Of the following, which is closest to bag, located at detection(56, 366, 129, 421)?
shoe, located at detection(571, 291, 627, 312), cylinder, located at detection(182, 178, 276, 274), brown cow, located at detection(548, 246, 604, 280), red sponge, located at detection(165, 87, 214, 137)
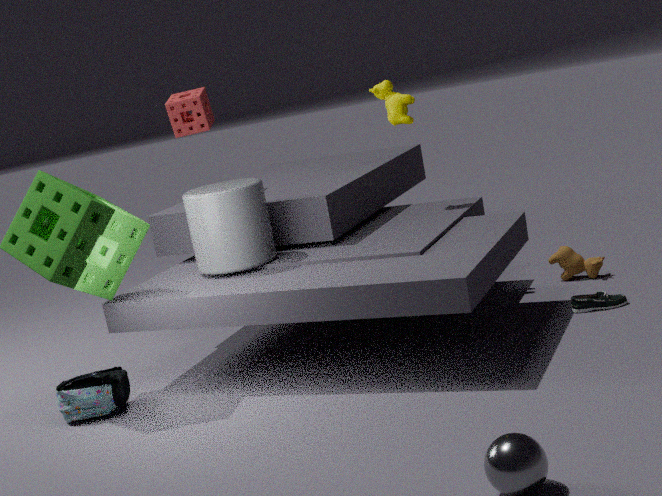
cylinder, located at detection(182, 178, 276, 274)
